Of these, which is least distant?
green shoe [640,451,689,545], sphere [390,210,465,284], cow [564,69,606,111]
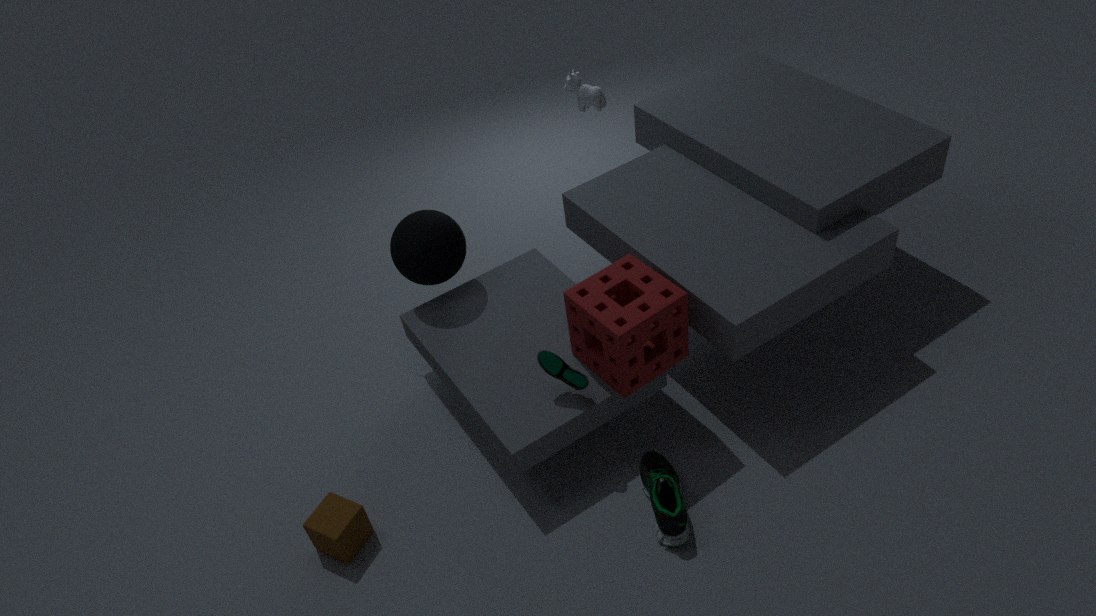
green shoe [640,451,689,545]
